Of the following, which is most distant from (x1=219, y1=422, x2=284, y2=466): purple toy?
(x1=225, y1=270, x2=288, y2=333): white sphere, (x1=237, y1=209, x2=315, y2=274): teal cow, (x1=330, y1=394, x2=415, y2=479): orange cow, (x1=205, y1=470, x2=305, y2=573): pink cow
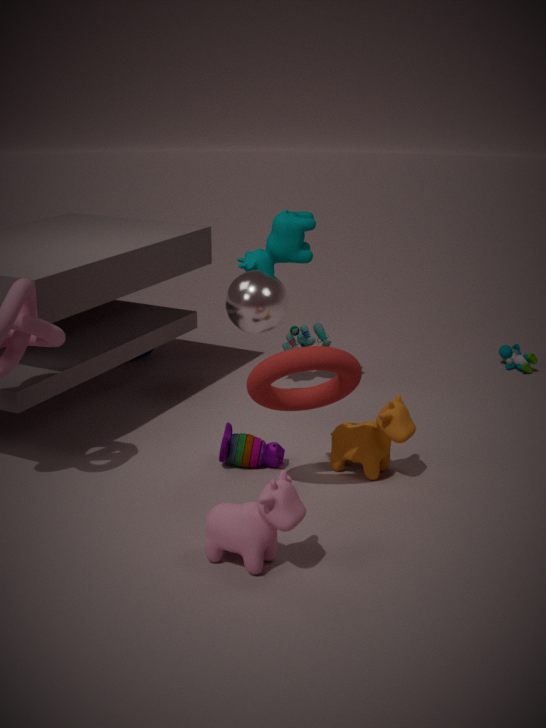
(x1=237, y1=209, x2=315, y2=274): teal cow
